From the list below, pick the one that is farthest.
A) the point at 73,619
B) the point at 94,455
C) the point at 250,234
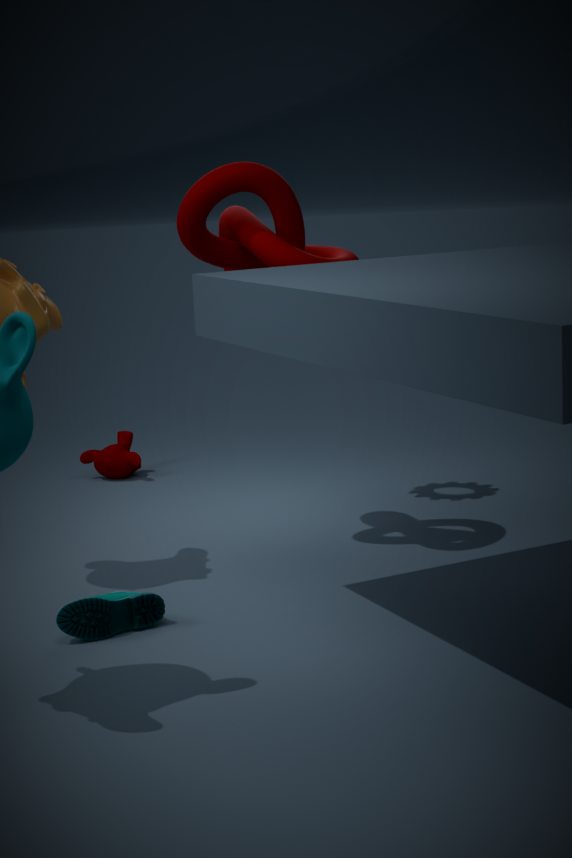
the point at 94,455
